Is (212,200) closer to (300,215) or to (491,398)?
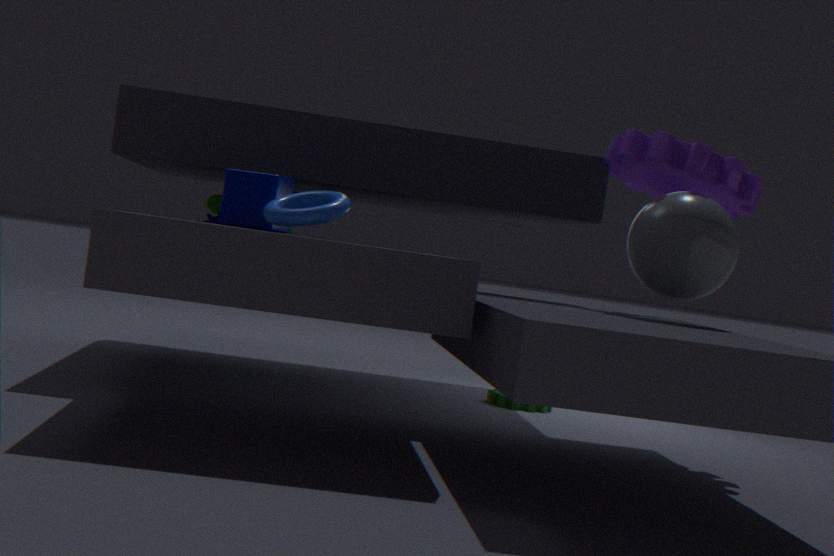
(491,398)
